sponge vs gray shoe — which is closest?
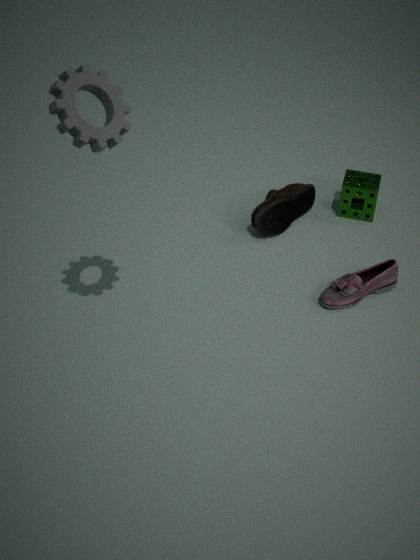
gray shoe
